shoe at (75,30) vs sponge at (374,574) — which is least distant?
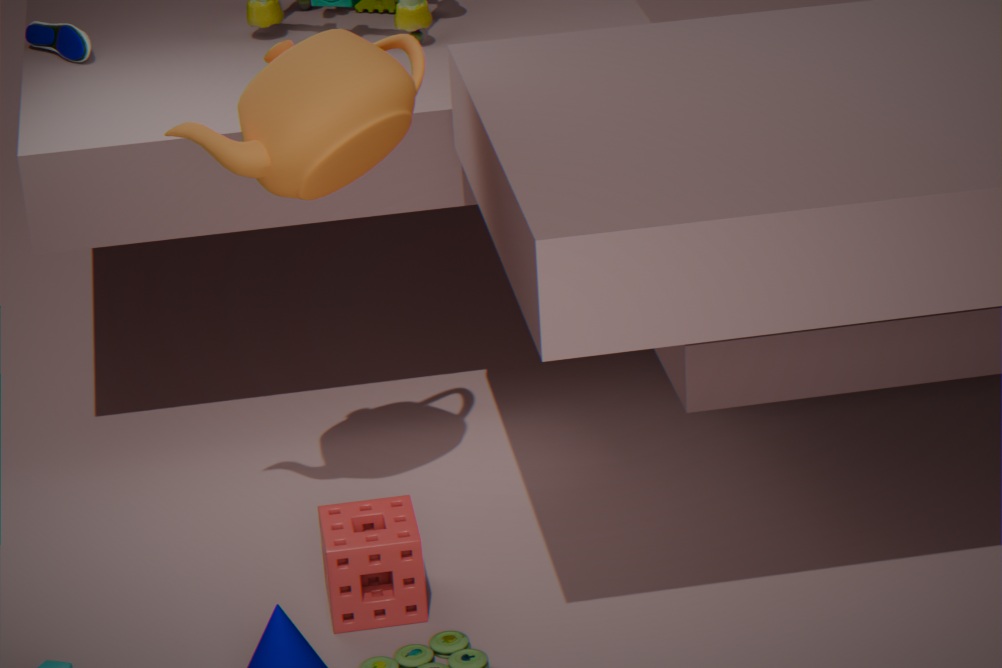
sponge at (374,574)
